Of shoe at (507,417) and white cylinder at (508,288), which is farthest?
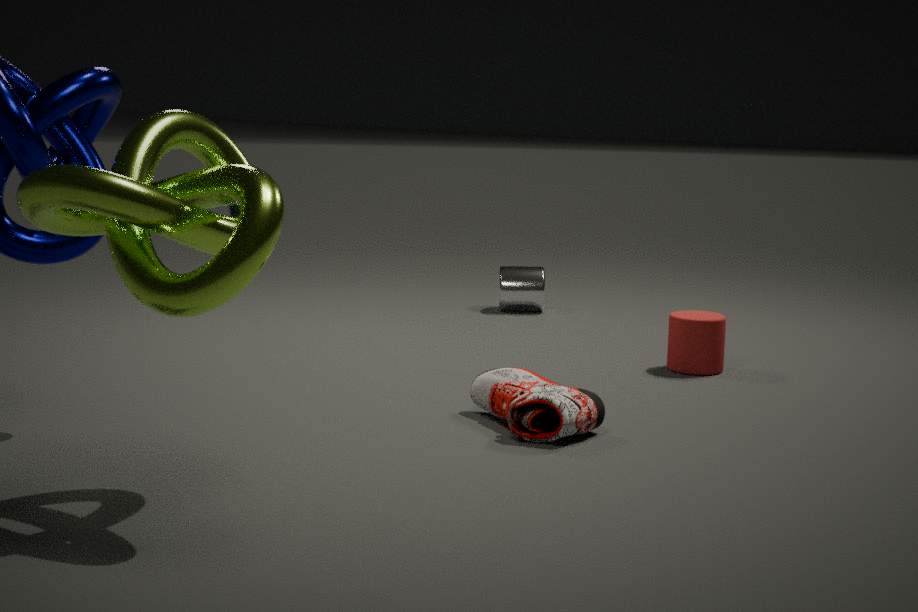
white cylinder at (508,288)
